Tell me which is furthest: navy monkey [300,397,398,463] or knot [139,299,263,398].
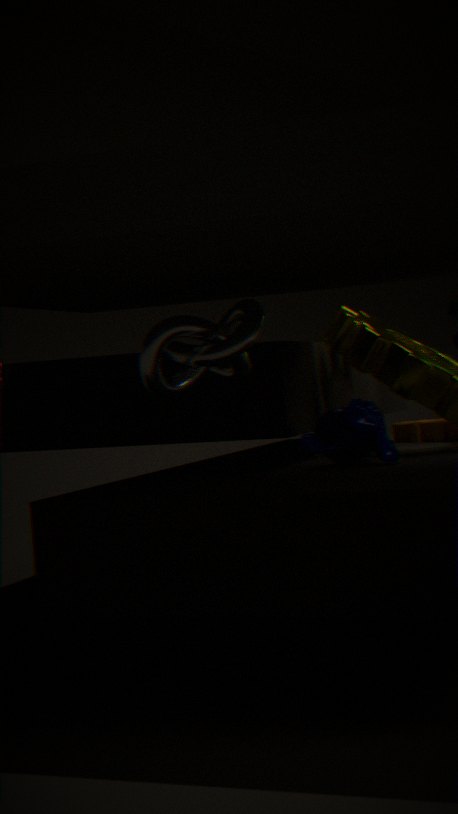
navy monkey [300,397,398,463]
